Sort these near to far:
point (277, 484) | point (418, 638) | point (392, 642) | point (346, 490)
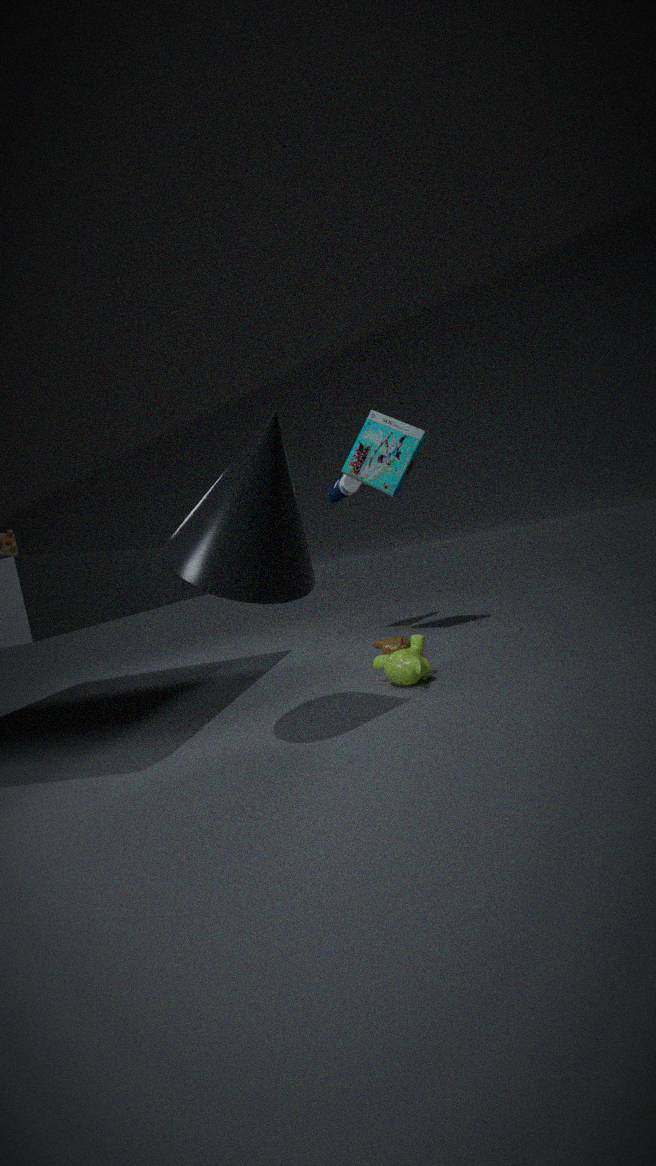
1. point (277, 484)
2. point (418, 638)
3. point (392, 642)
4. point (346, 490)
